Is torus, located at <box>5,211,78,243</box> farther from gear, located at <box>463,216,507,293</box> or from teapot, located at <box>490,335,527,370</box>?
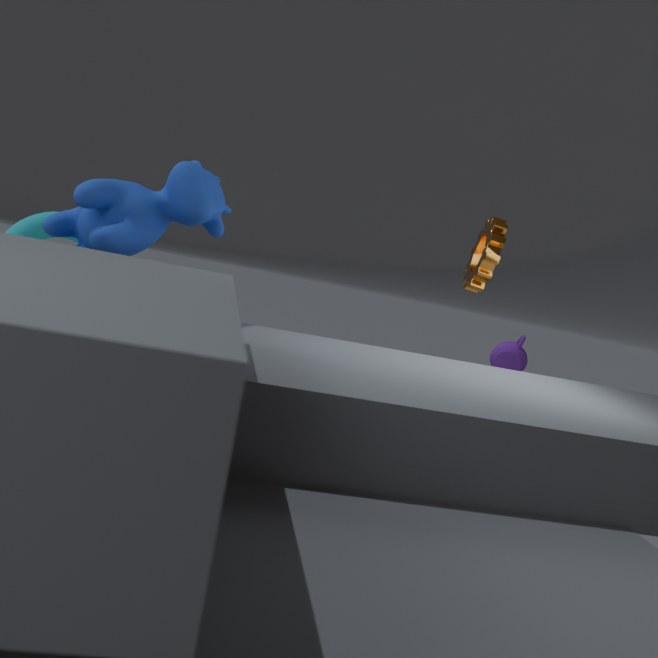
teapot, located at <box>490,335,527,370</box>
